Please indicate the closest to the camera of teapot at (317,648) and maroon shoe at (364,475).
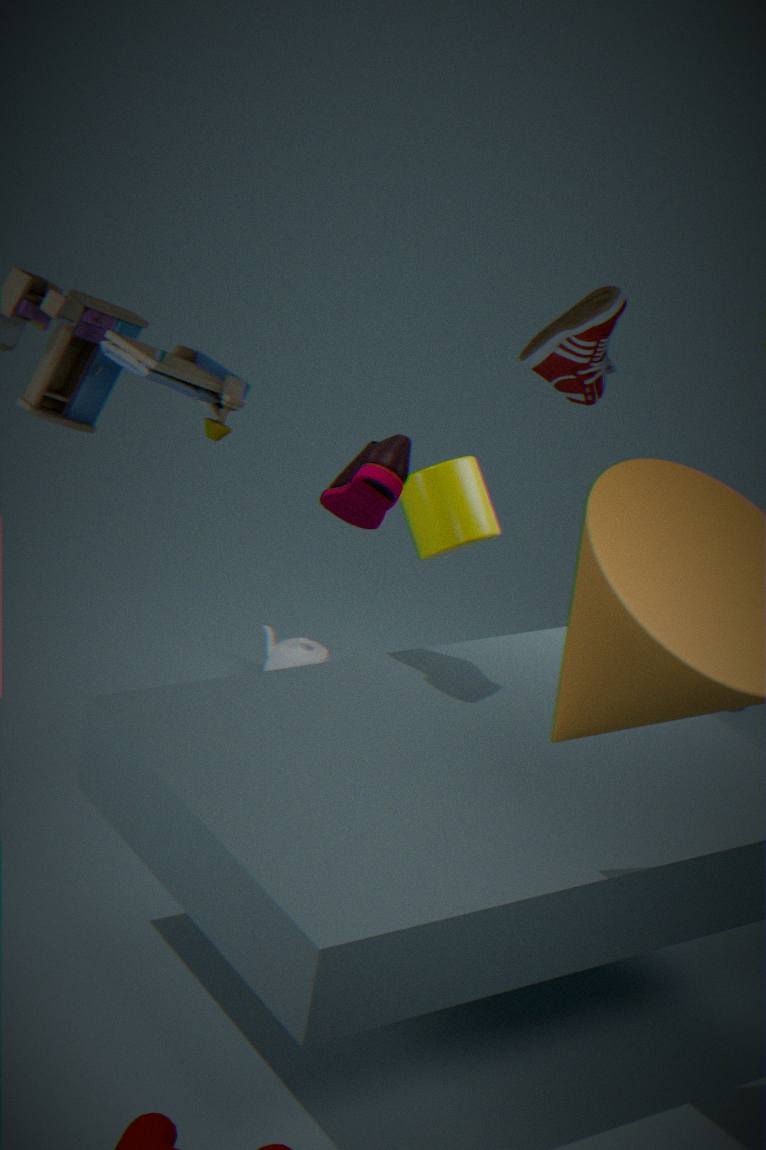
maroon shoe at (364,475)
